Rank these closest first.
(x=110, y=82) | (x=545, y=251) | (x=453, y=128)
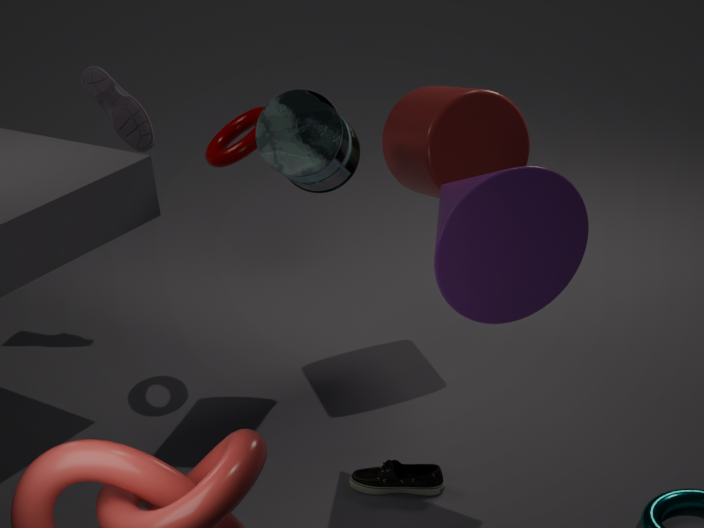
1. (x=545, y=251)
2. (x=453, y=128)
3. (x=110, y=82)
